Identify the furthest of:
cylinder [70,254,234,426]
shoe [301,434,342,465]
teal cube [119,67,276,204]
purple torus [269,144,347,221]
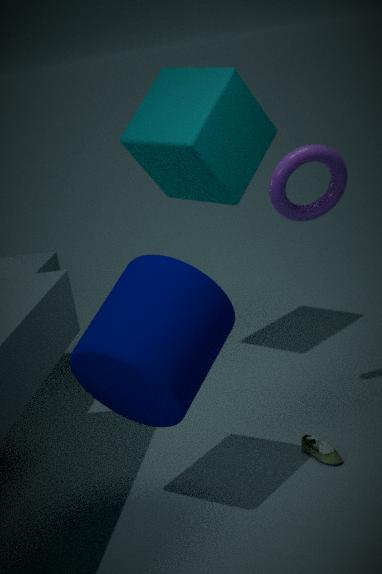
teal cube [119,67,276,204]
